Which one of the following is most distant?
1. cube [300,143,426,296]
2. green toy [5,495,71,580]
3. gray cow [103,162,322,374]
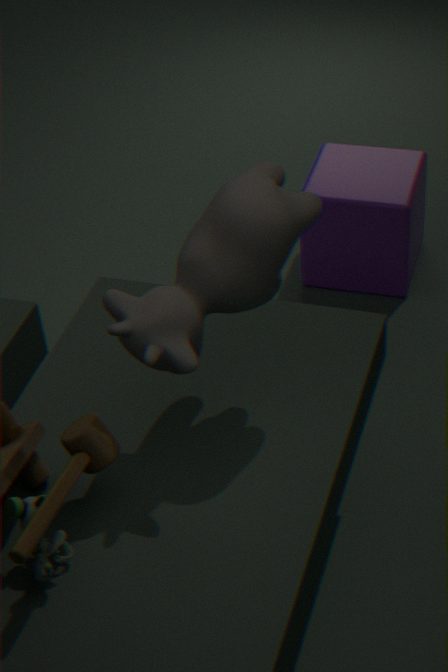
cube [300,143,426,296]
